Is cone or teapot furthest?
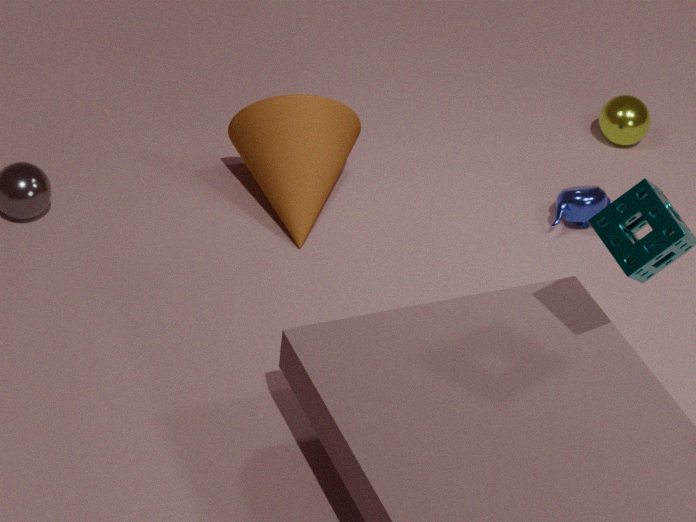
teapot
